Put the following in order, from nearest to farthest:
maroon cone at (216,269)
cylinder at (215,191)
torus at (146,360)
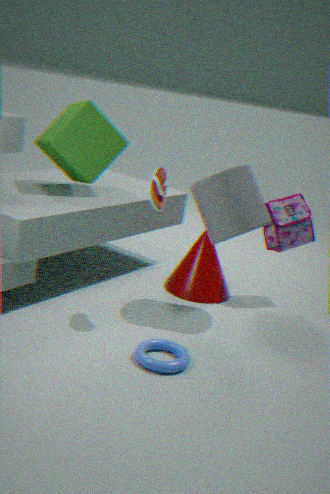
torus at (146,360) < cylinder at (215,191) < maroon cone at (216,269)
